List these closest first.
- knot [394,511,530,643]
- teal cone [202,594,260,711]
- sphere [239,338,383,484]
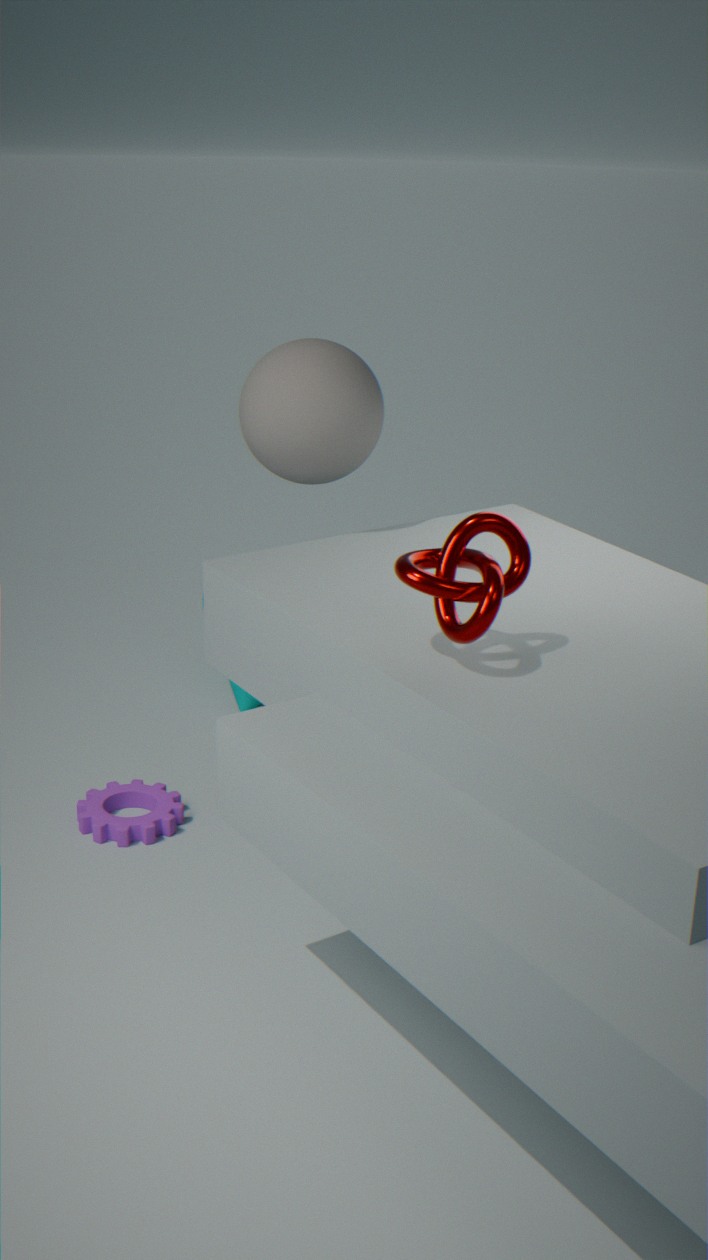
knot [394,511,530,643], sphere [239,338,383,484], teal cone [202,594,260,711]
